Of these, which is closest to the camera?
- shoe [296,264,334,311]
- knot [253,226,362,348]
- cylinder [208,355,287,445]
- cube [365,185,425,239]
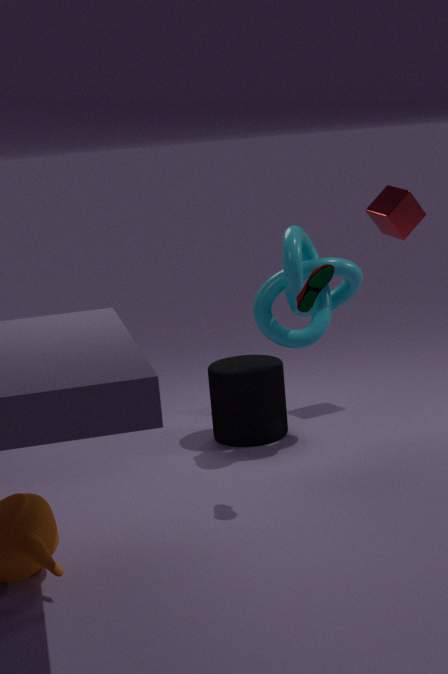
shoe [296,264,334,311]
